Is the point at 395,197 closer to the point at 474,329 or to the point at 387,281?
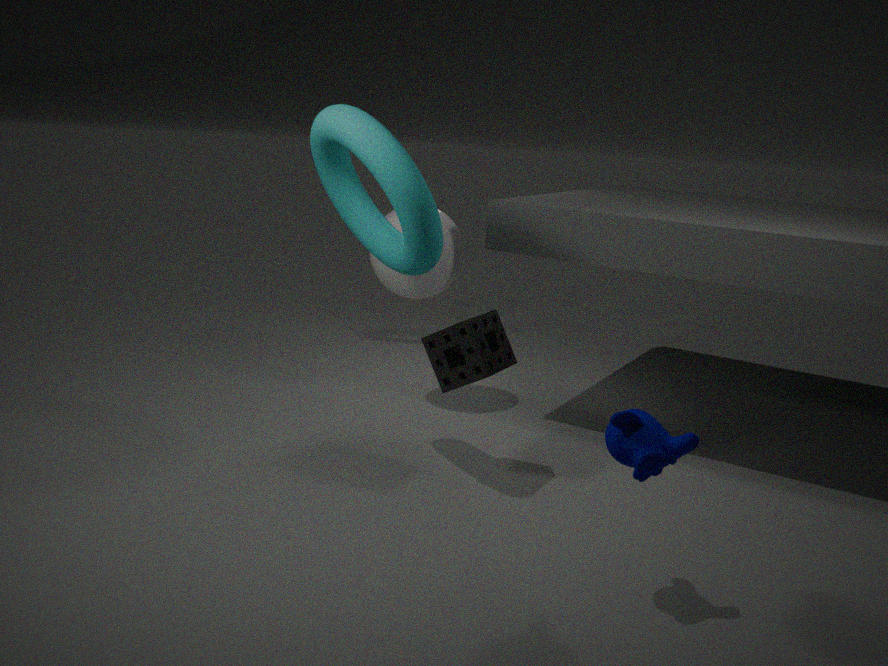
the point at 474,329
